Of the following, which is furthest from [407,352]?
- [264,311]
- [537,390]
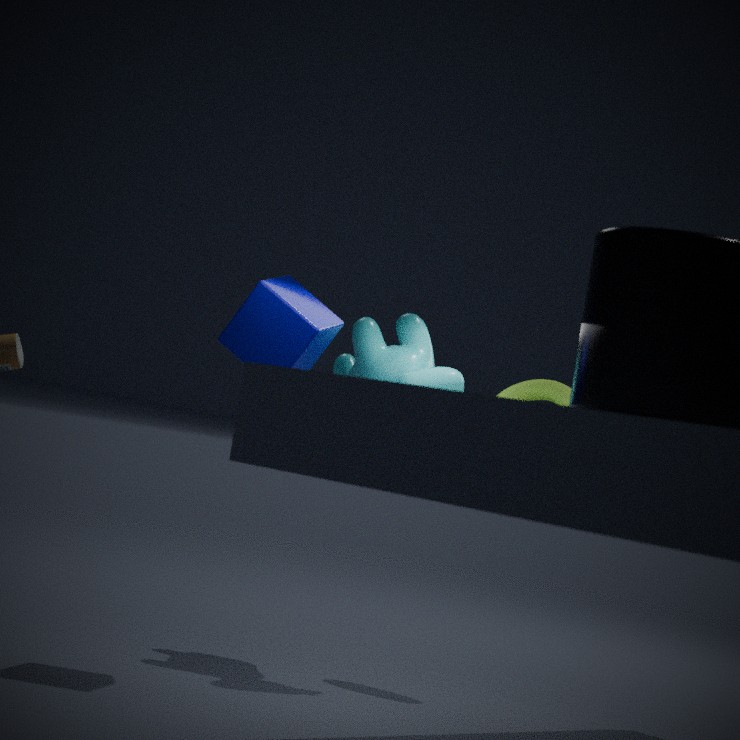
[264,311]
